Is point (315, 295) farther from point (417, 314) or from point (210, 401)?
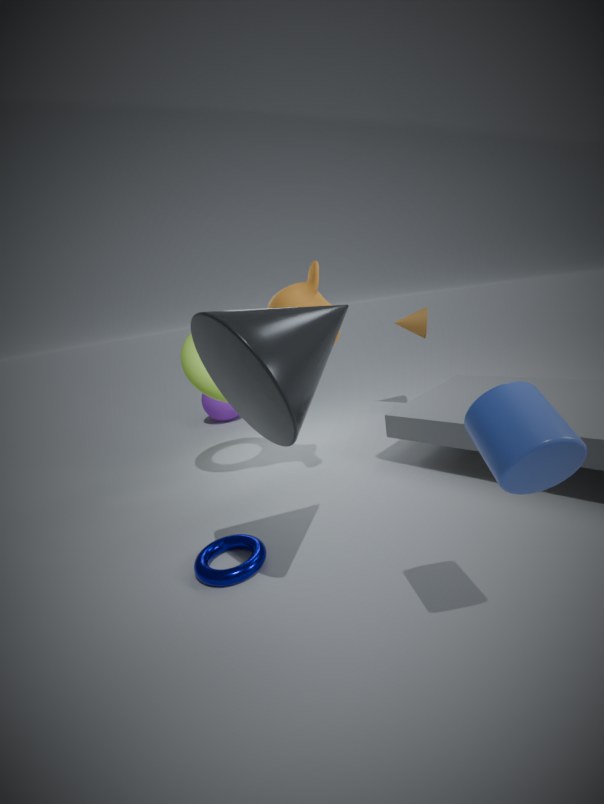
point (210, 401)
